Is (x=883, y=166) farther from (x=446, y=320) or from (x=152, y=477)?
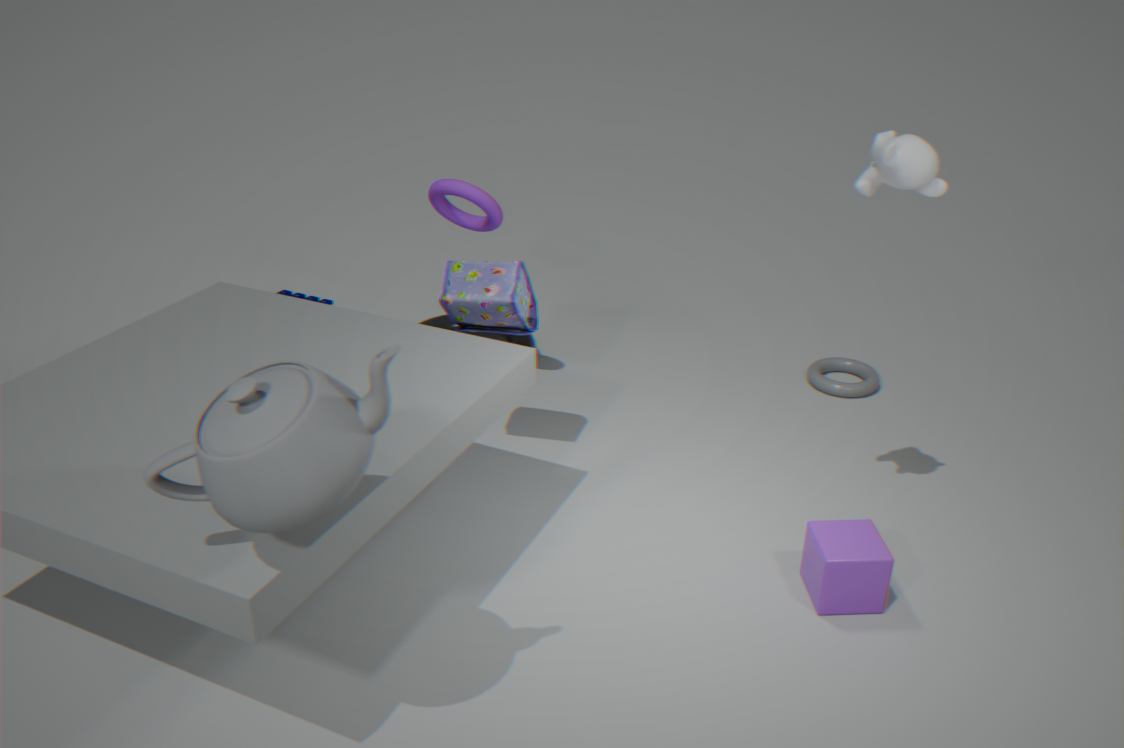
(x=446, y=320)
